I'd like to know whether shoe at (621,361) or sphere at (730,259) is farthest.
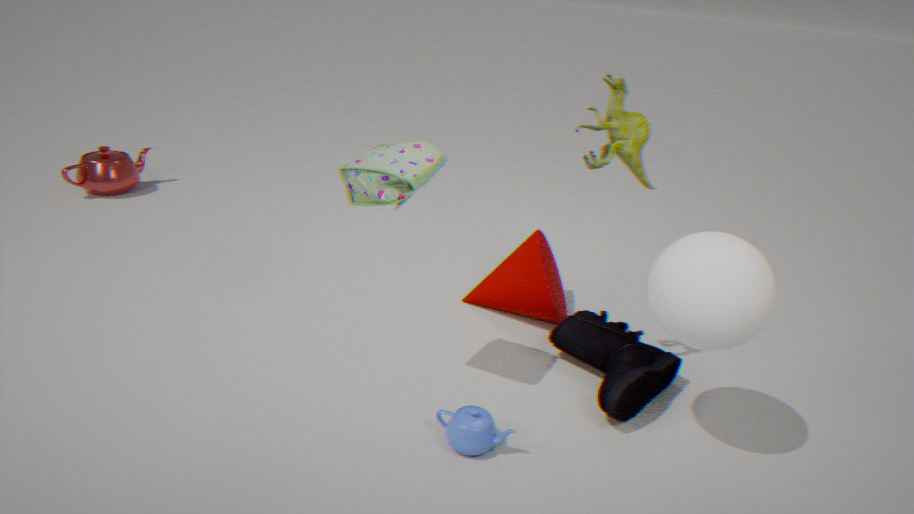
shoe at (621,361)
